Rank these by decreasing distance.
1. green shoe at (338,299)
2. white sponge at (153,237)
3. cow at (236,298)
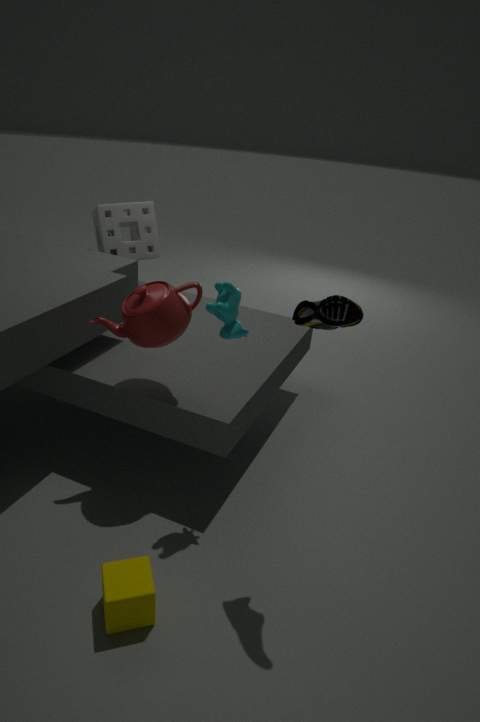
white sponge at (153,237) → cow at (236,298) → green shoe at (338,299)
